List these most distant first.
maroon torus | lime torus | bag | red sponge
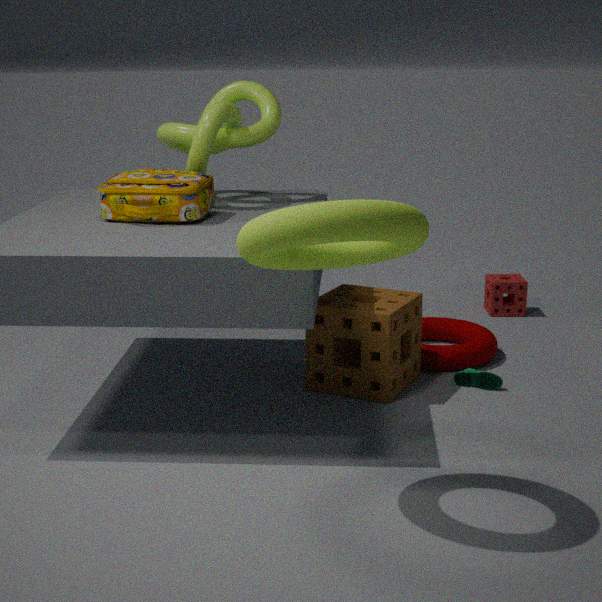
1. red sponge
2. maroon torus
3. bag
4. lime torus
